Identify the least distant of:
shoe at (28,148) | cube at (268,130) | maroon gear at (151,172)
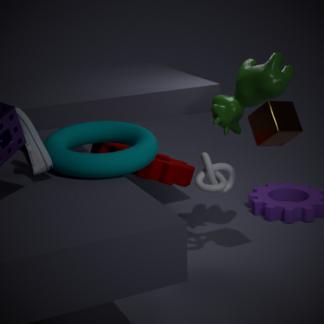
shoe at (28,148)
